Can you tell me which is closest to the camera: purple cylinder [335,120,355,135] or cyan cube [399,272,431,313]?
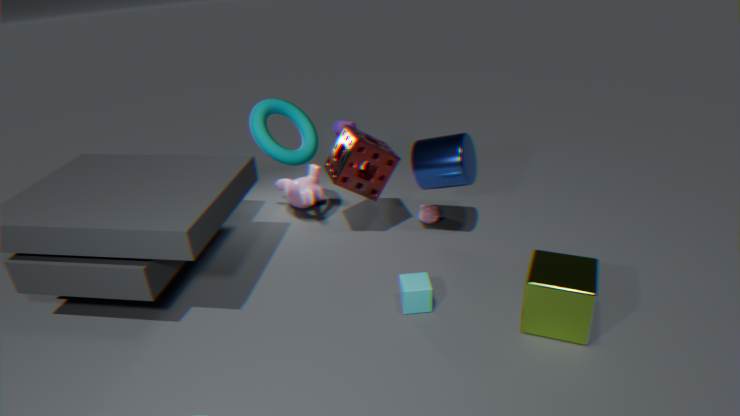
cyan cube [399,272,431,313]
